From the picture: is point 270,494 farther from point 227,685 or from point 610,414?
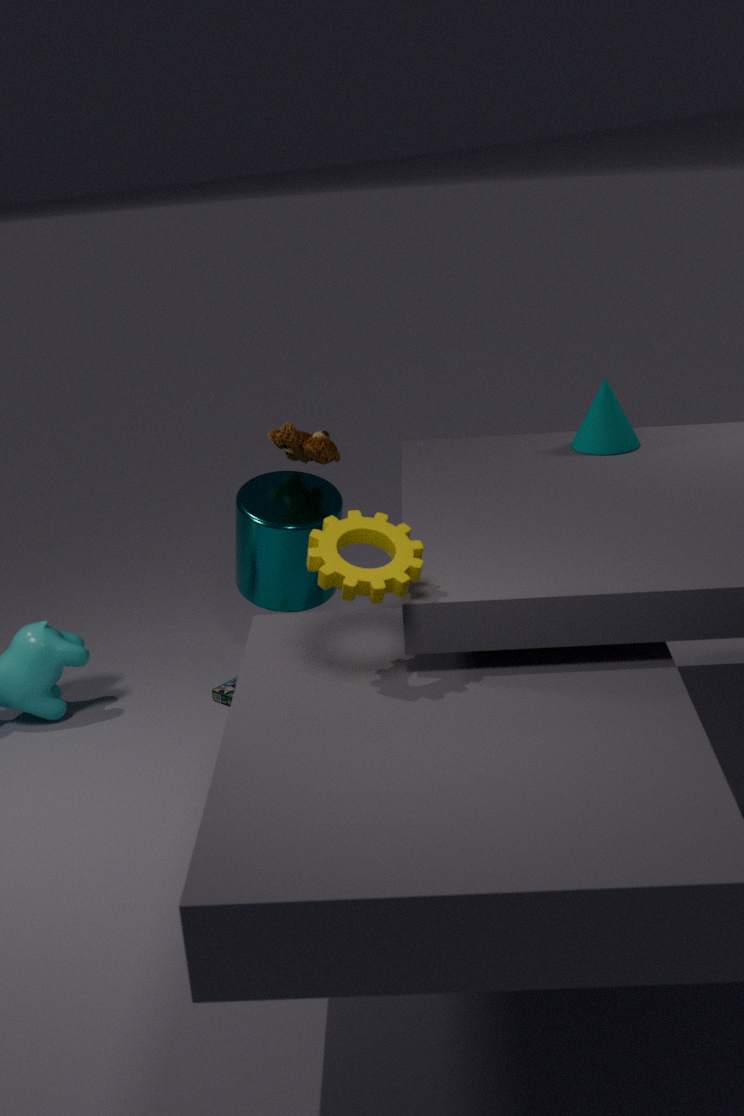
point 610,414
